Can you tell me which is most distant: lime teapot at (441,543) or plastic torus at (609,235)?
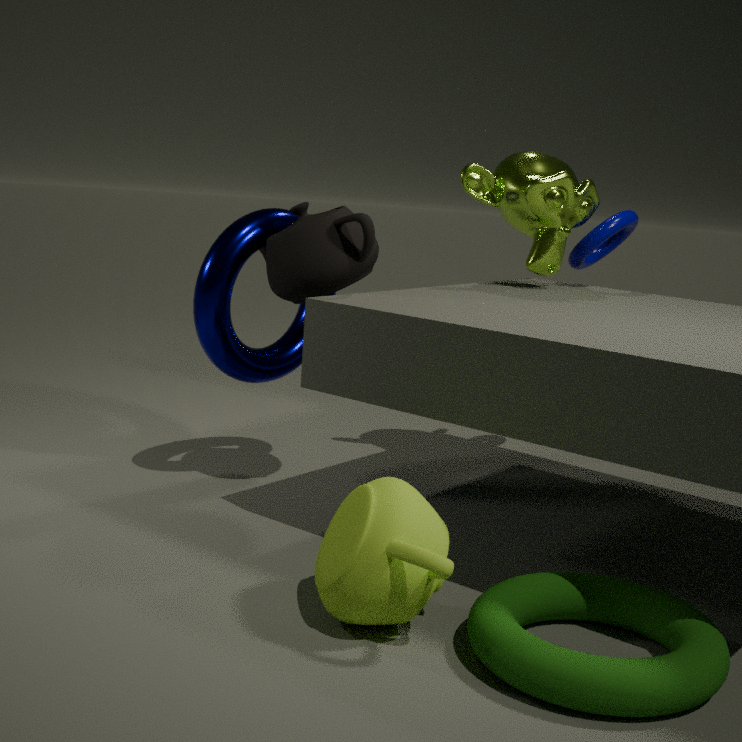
plastic torus at (609,235)
